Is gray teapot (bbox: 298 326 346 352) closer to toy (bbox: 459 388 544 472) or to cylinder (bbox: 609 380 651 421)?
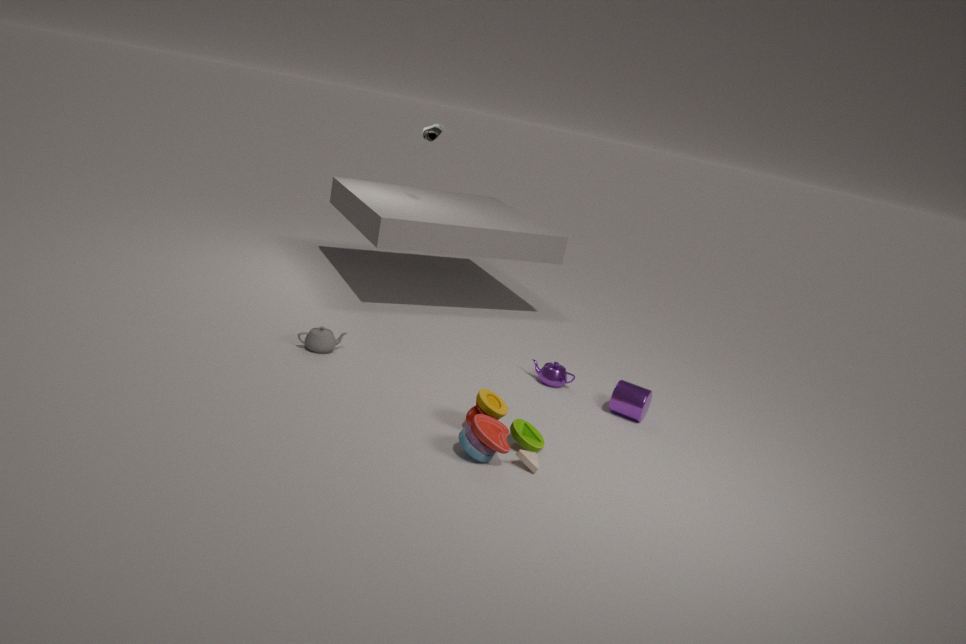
toy (bbox: 459 388 544 472)
